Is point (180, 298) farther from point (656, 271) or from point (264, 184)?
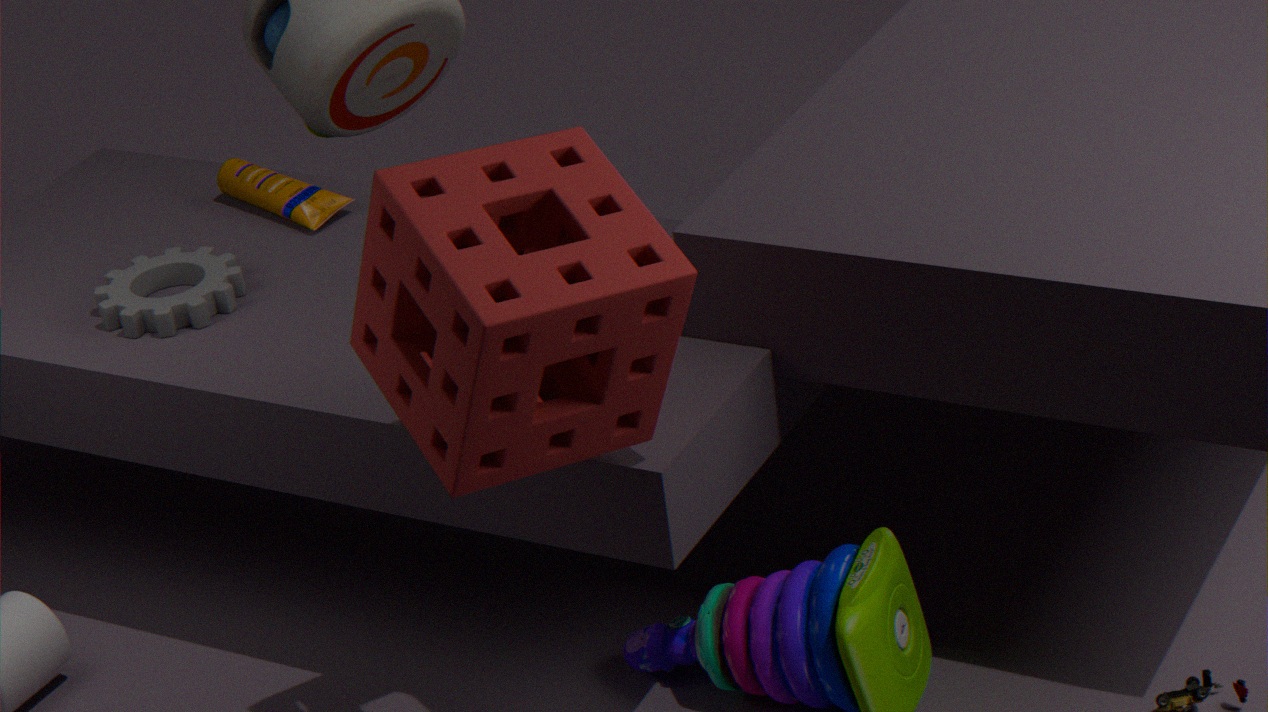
point (656, 271)
